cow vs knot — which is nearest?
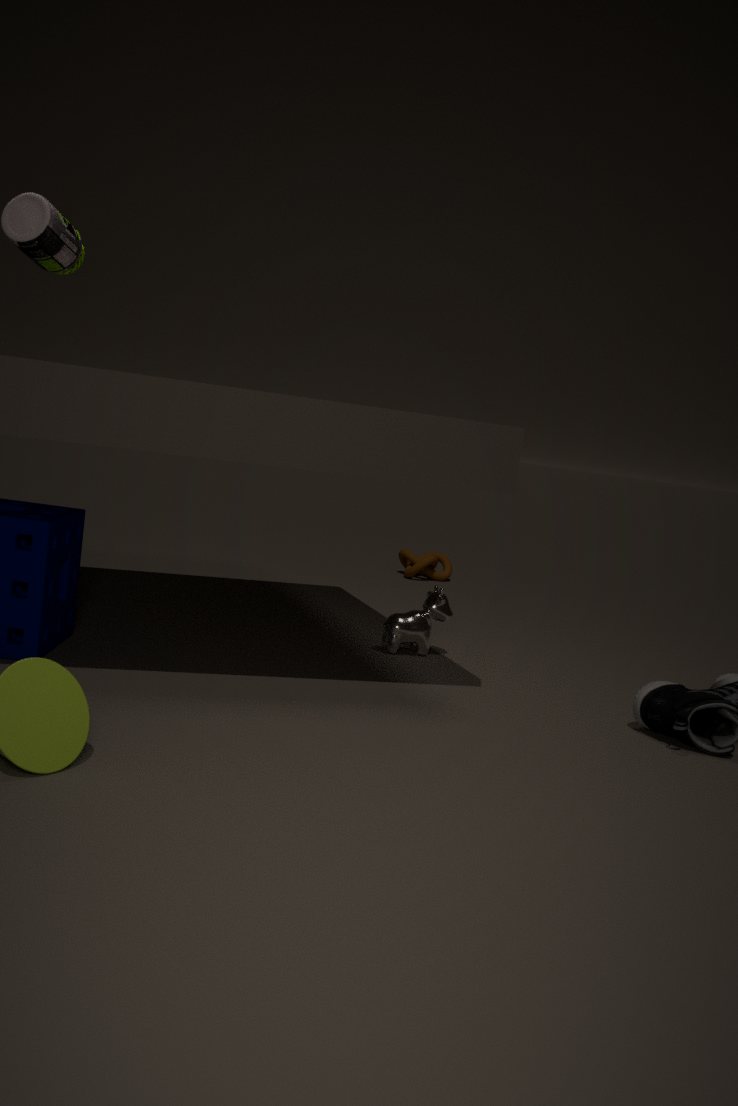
cow
